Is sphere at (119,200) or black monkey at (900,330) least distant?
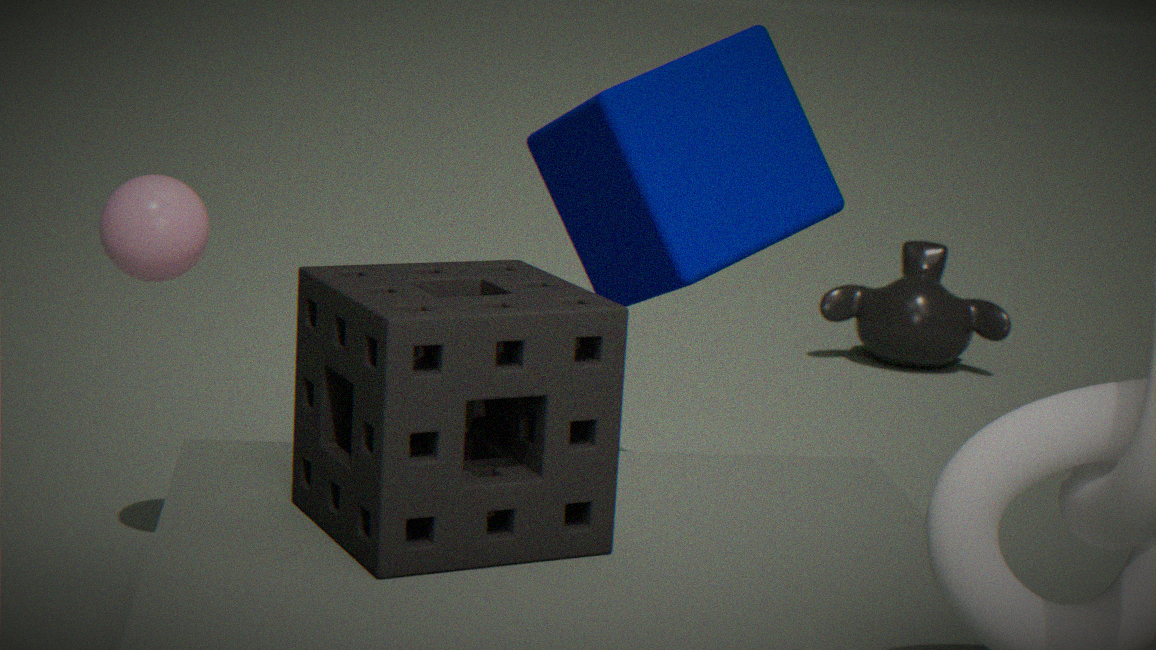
sphere at (119,200)
